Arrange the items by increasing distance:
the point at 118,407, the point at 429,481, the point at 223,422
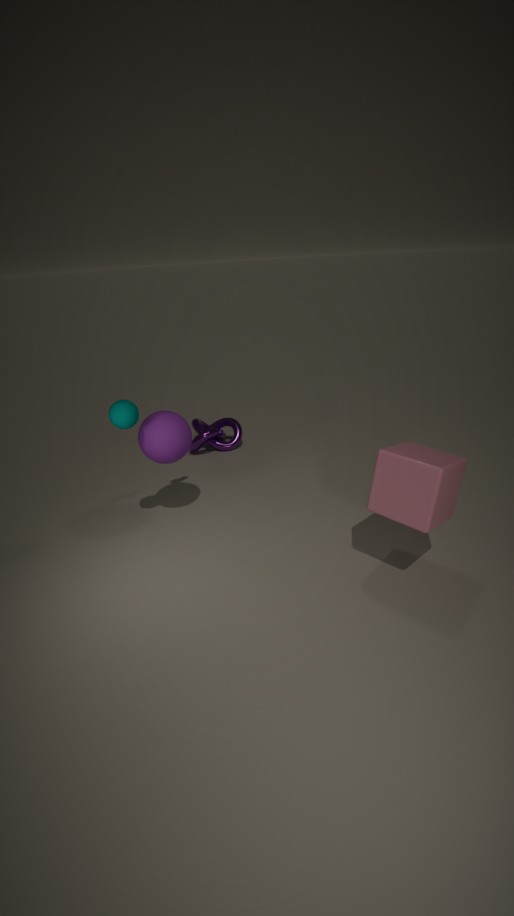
the point at 429,481 → the point at 118,407 → the point at 223,422
